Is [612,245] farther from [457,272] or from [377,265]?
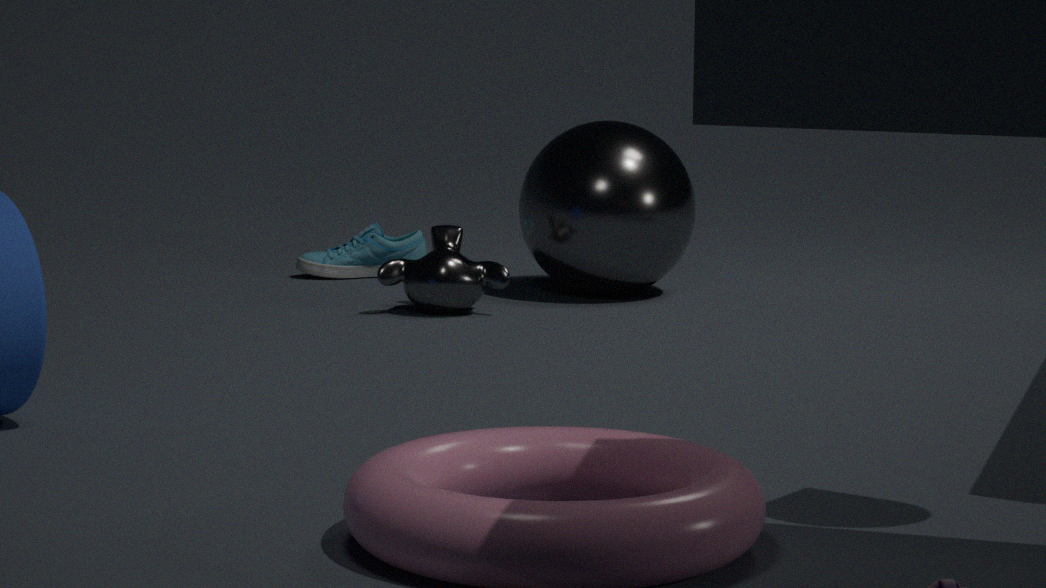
[377,265]
